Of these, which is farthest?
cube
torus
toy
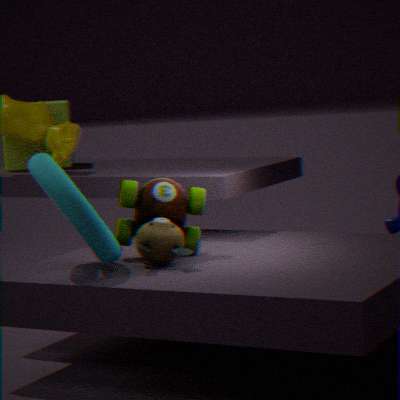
cube
